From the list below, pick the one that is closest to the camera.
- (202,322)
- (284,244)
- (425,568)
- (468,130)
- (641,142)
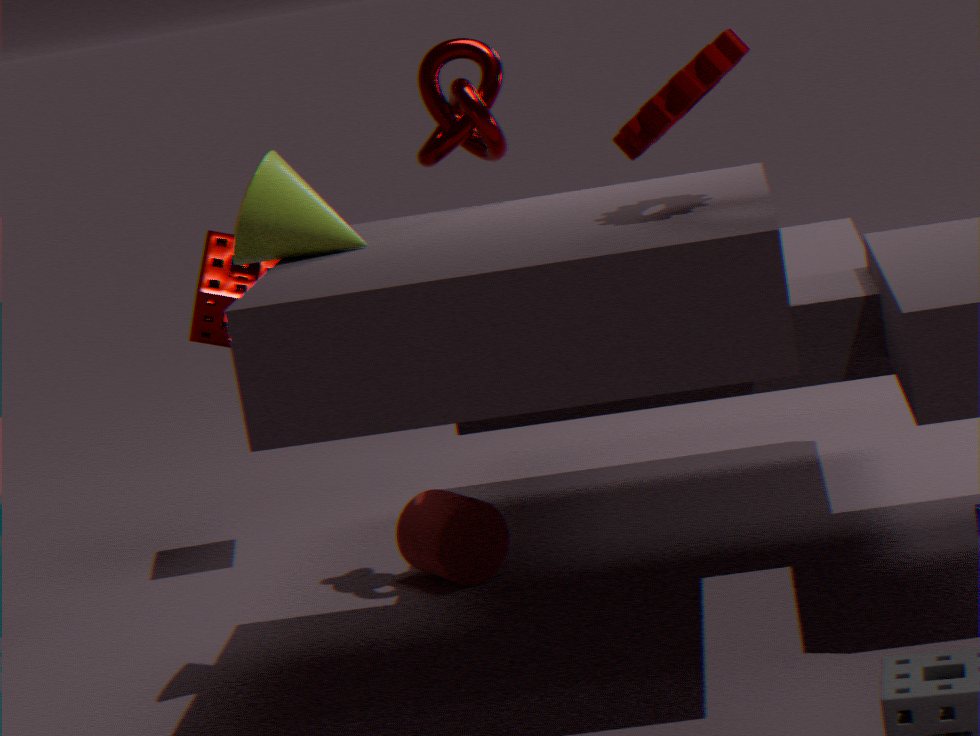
(641,142)
